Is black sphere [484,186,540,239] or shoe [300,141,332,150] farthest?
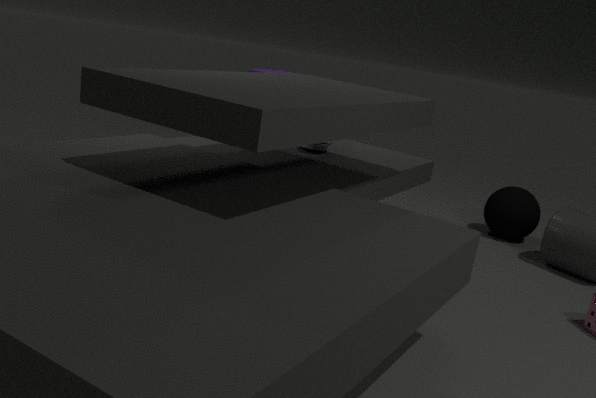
black sphere [484,186,540,239]
